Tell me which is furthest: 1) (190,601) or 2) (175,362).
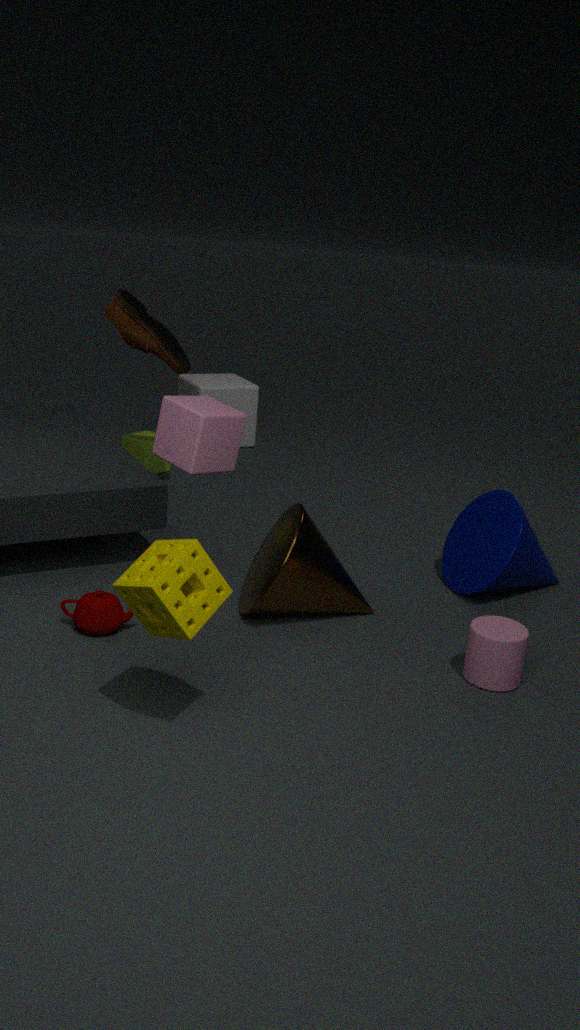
2. (175,362)
